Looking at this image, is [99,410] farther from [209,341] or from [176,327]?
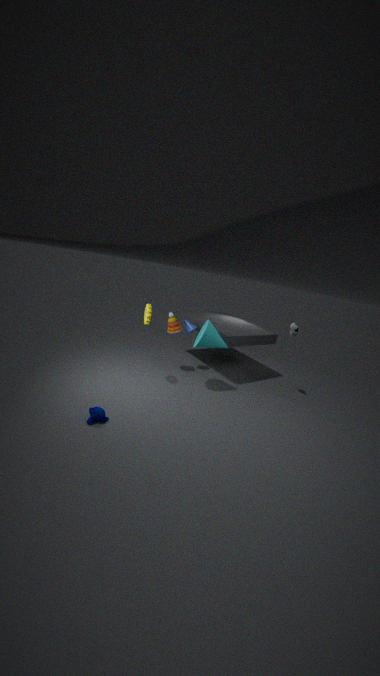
[176,327]
